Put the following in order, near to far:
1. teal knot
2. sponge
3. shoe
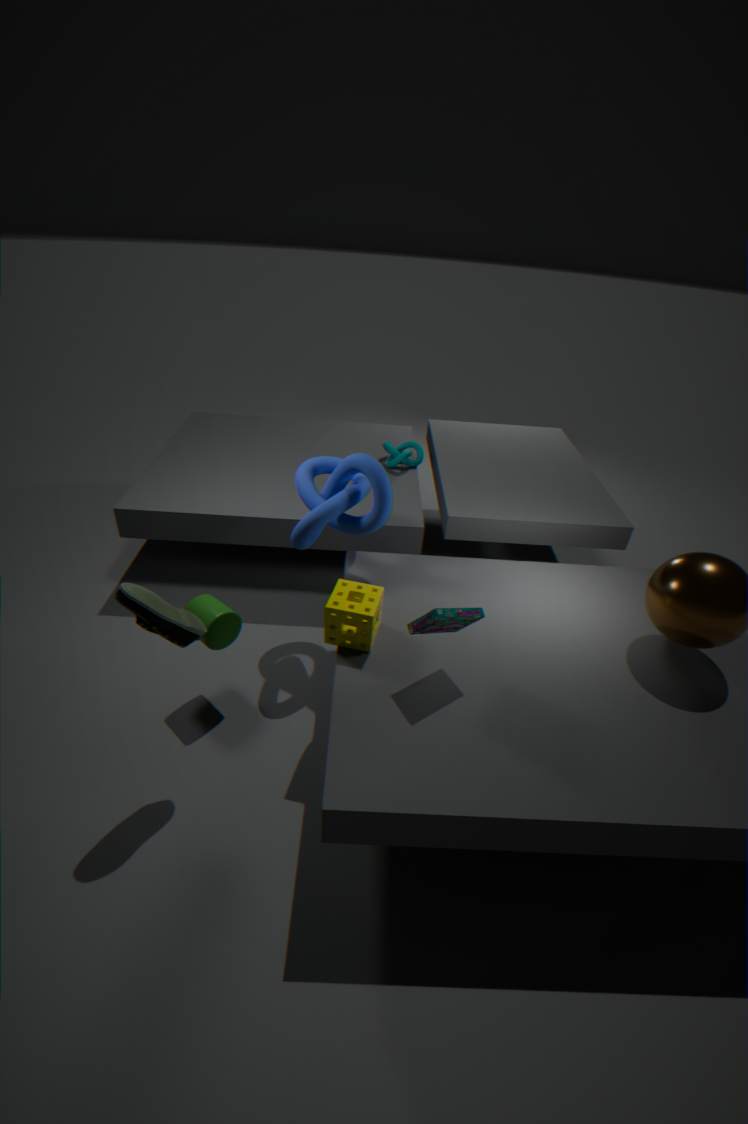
shoe → sponge → teal knot
